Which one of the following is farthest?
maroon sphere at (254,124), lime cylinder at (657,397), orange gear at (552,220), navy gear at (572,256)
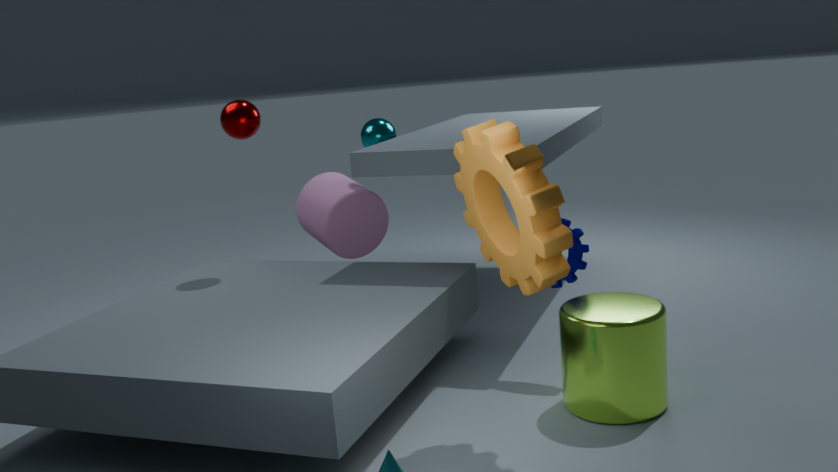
maroon sphere at (254,124)
